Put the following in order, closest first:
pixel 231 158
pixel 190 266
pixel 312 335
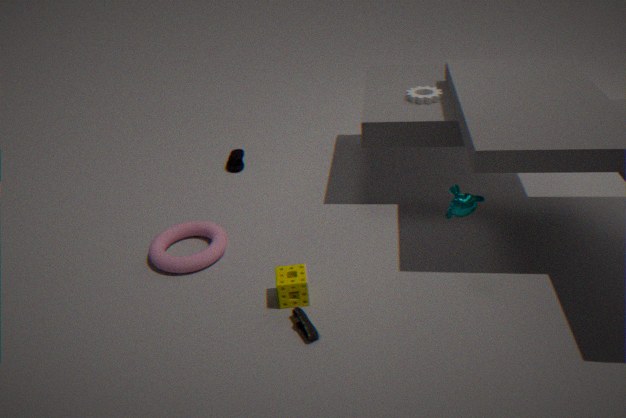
pixel 312 335 < pixel 190 266 < pixel 231 158
